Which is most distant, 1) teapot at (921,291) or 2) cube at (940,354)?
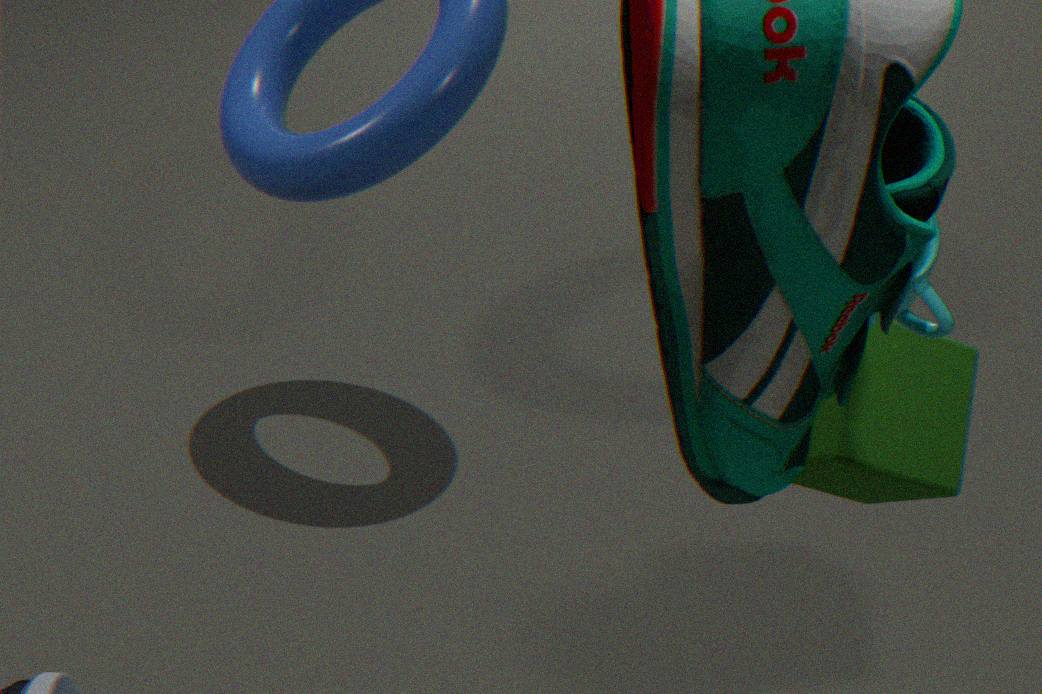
2. cube at (940,354)
